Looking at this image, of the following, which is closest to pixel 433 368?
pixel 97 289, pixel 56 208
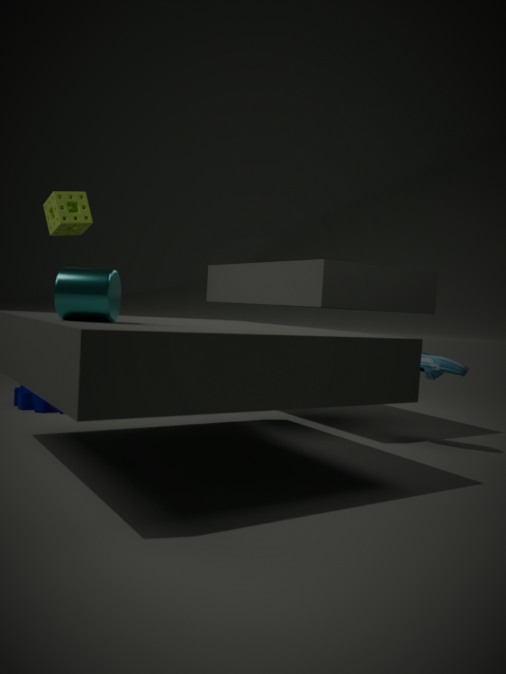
pixel 97 289
